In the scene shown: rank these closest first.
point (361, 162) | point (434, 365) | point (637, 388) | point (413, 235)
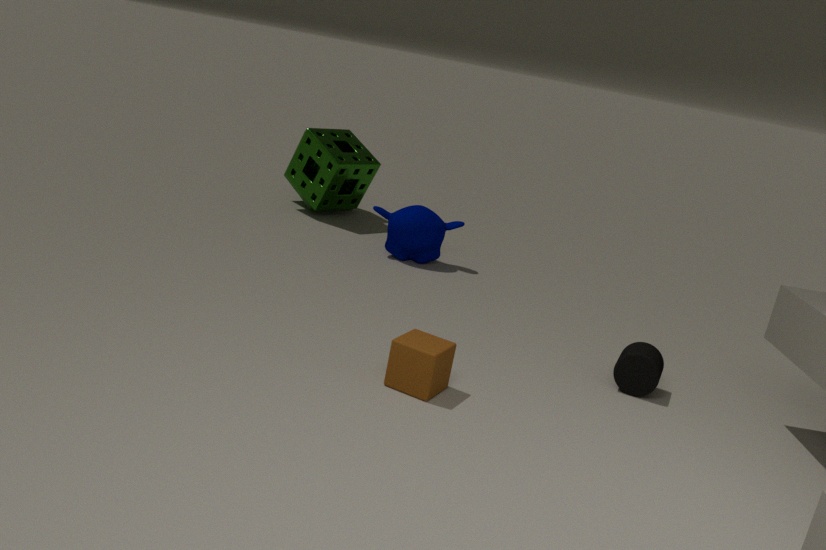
1. point (434, 365)
2. point (637, 388)
3. point (413, 235)
4. point (361, 162)
